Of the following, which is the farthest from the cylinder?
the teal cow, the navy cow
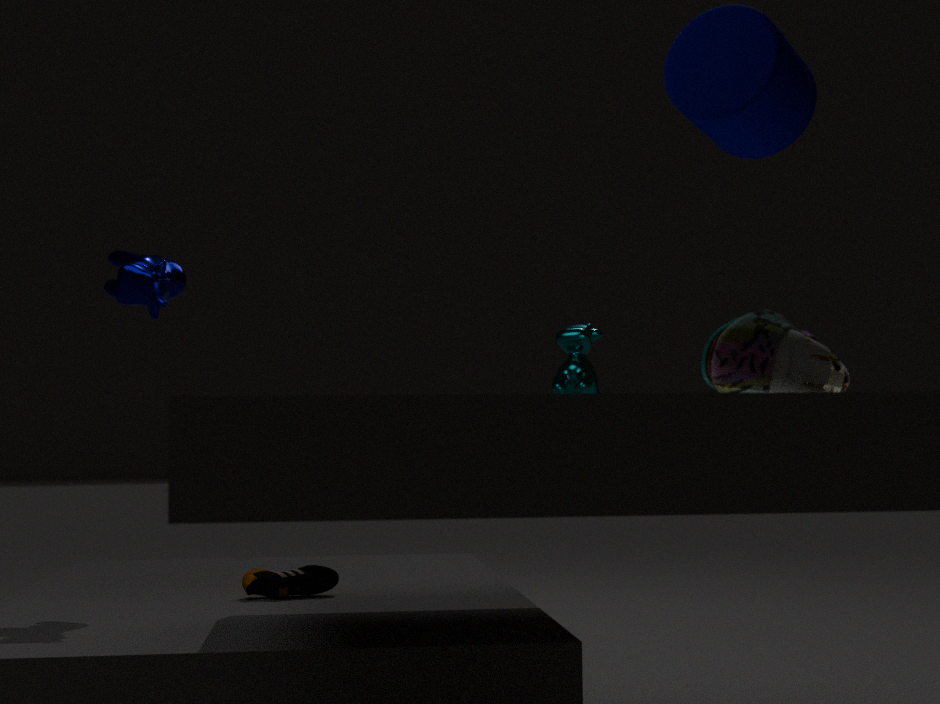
the teal cow
